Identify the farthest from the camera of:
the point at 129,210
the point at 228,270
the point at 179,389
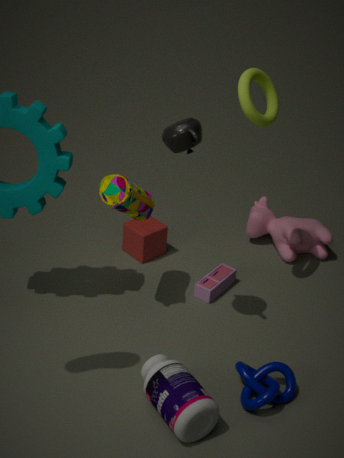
the point at 228,270
